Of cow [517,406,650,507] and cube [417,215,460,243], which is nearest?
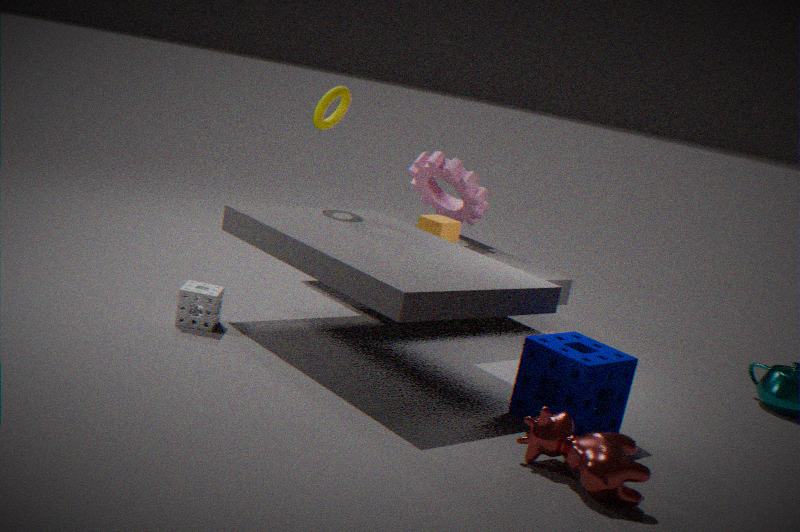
cow [517,406,650,507]
